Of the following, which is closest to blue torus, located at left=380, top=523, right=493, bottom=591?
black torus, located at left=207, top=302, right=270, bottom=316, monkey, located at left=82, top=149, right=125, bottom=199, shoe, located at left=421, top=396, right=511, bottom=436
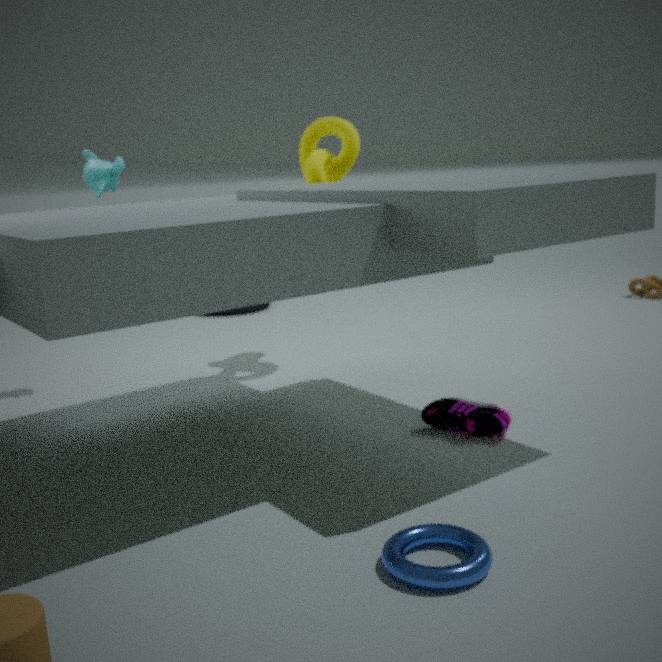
shoe, located at left=421, top=396, right=511, bottom=436
